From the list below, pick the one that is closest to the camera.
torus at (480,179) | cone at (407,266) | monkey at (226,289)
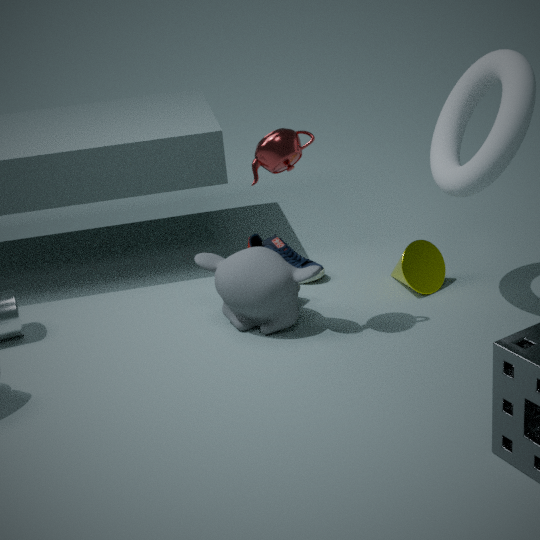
torus at (480,179)
